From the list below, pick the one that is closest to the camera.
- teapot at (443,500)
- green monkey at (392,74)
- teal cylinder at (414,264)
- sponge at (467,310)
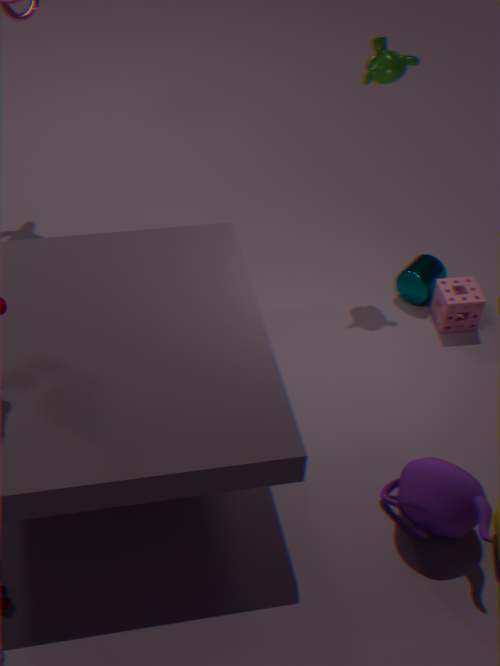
teapot at (443,500)
